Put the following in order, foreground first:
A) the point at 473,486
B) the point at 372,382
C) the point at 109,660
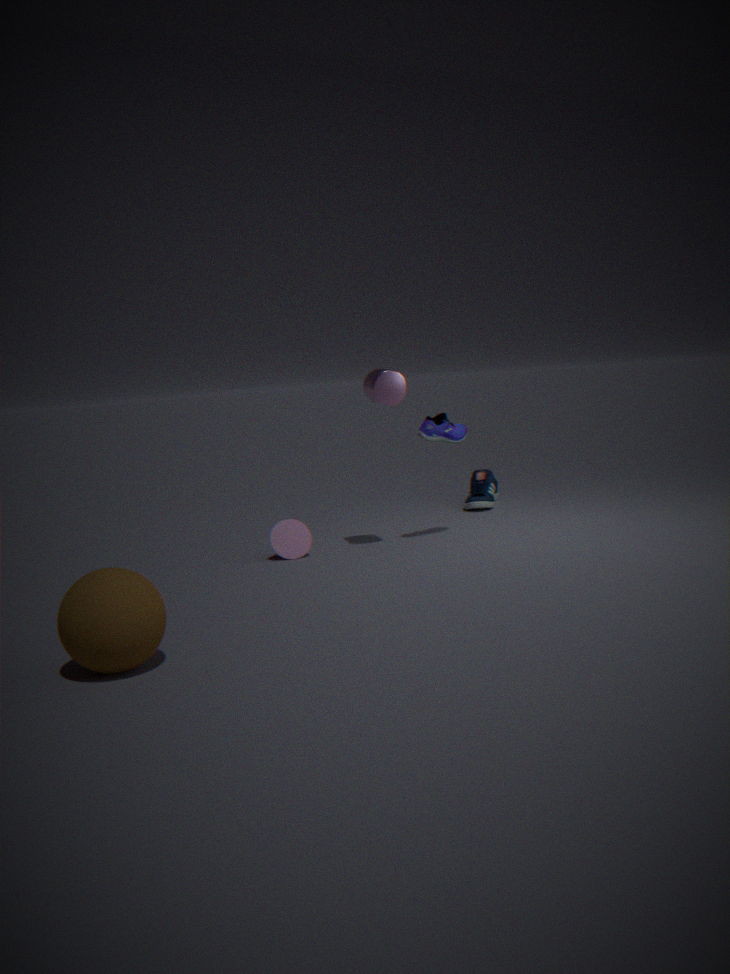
1. the point at 109,660
2. the point at 372,382
3. the point at 473,486
